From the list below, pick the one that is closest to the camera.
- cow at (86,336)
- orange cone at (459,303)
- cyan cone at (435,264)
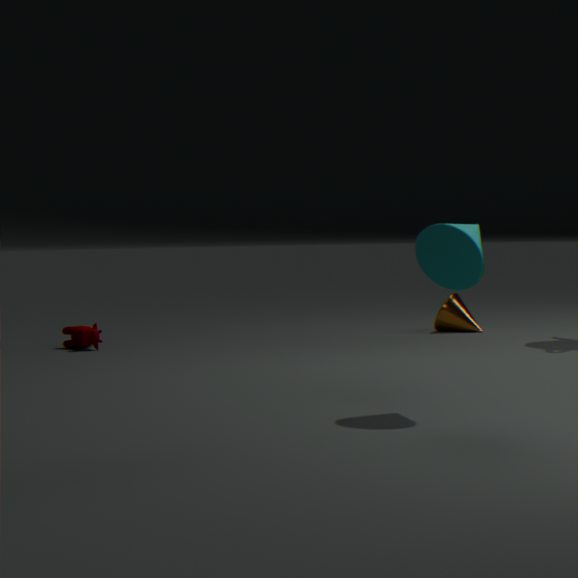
cyan cone at (435,264)
